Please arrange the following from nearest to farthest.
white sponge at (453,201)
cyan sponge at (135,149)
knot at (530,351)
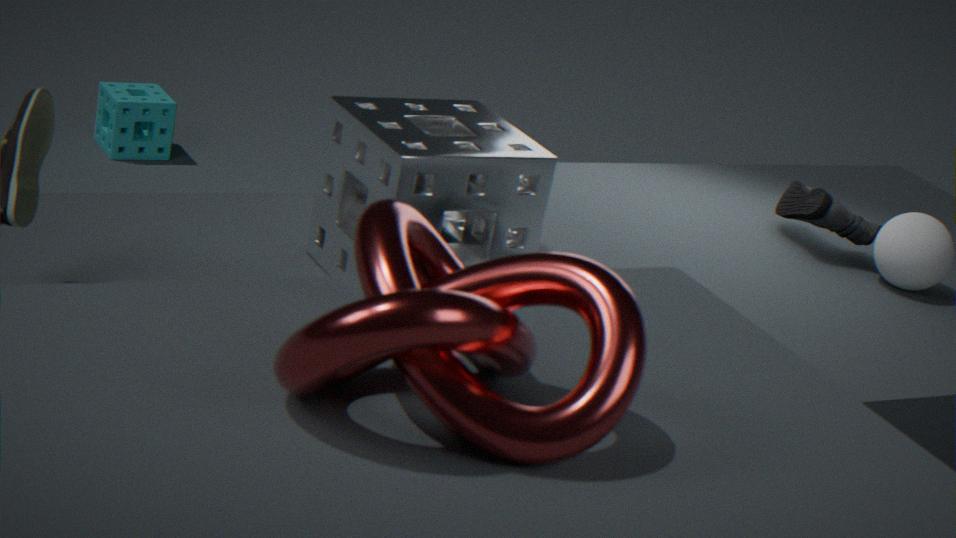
knot at (530,351) → white sponge at (453,201) → cyan sponge at (135,149)
